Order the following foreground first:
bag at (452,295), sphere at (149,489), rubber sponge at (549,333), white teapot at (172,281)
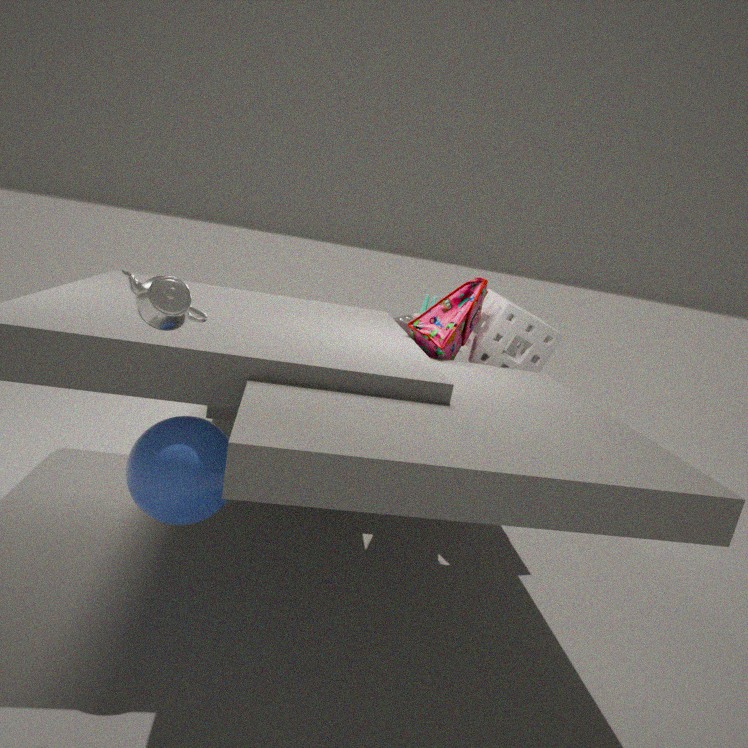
white teapot at (172,281)
sphere at (149,489)
bag at (452,295)
rubber sponge at (549,333)
